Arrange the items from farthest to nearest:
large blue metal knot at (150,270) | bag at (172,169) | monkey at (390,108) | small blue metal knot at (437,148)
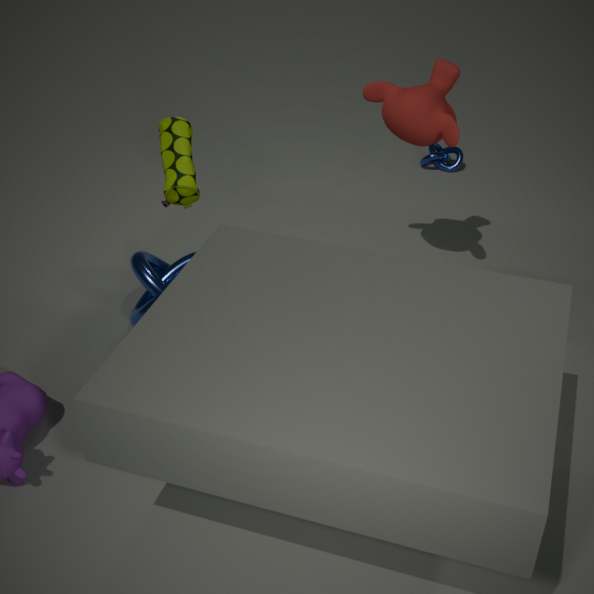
1. small blue metal knot at (437,148)
2. large blue metal knot at (150,270)
3. monkey at (390,108)
4. bag at (172,169)
